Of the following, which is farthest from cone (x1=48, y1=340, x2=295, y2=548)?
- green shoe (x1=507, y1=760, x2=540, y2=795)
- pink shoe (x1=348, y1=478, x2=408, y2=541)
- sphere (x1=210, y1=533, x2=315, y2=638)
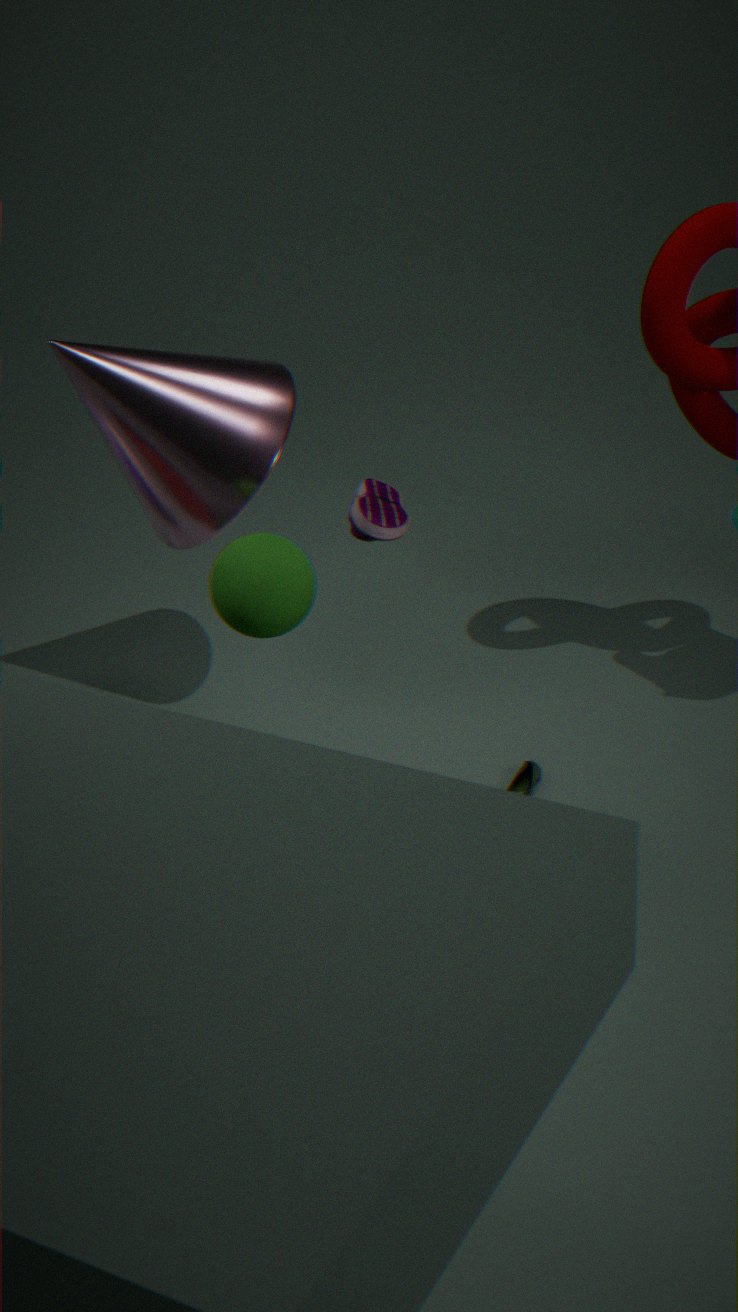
green shoe (x1=507, y1=760, x2=540, y2=795)
